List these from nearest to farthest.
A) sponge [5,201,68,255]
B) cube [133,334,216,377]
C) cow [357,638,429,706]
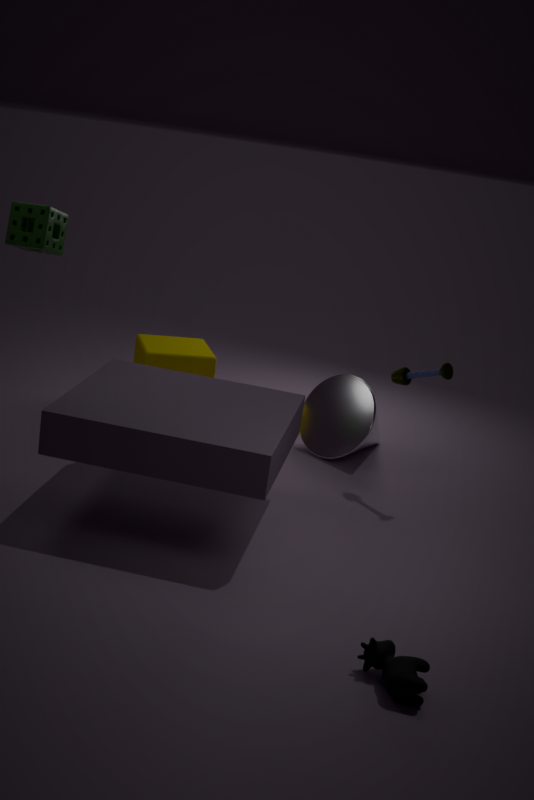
cow [357,638,429,706], sponge [5,201,68,255], cube [133,334,216,377]
